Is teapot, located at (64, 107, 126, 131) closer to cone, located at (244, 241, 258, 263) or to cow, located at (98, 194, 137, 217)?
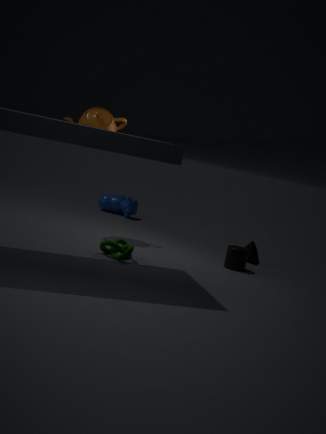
cow, located at (98, 194, 137, 217)
